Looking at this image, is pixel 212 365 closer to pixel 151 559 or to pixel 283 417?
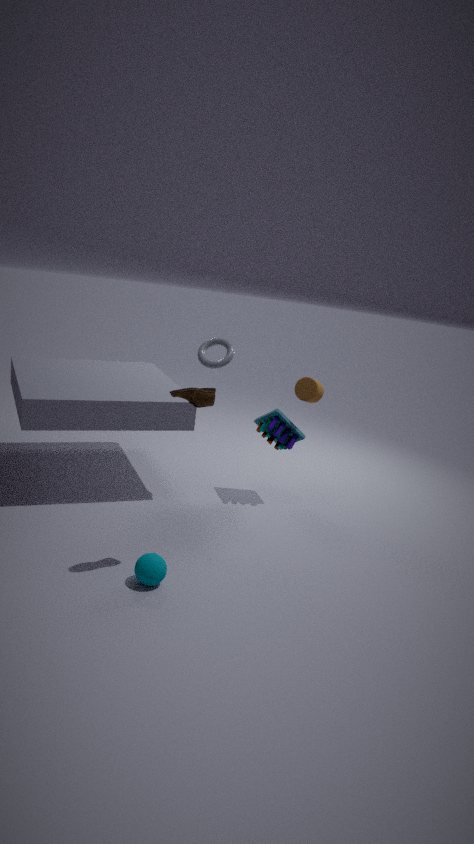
pixel 283 417
